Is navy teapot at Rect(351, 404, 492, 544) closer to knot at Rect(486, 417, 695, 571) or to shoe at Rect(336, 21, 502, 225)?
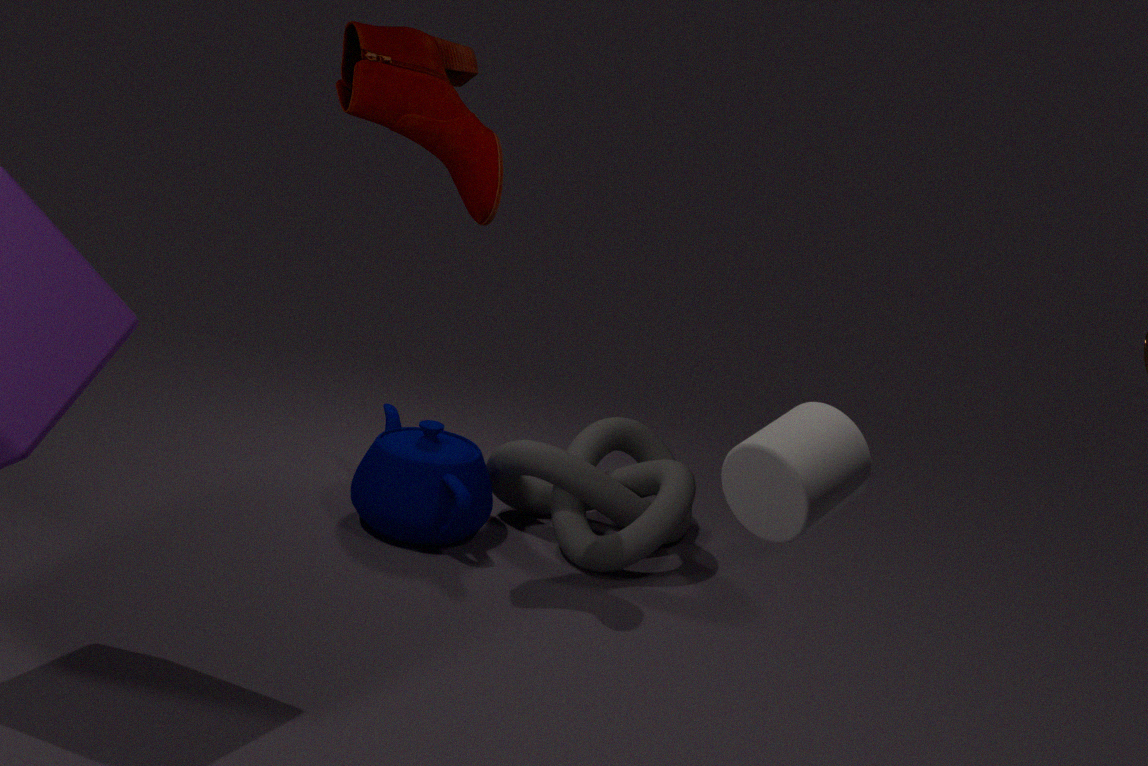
knot at Rect(486, 417, 695, 571)
